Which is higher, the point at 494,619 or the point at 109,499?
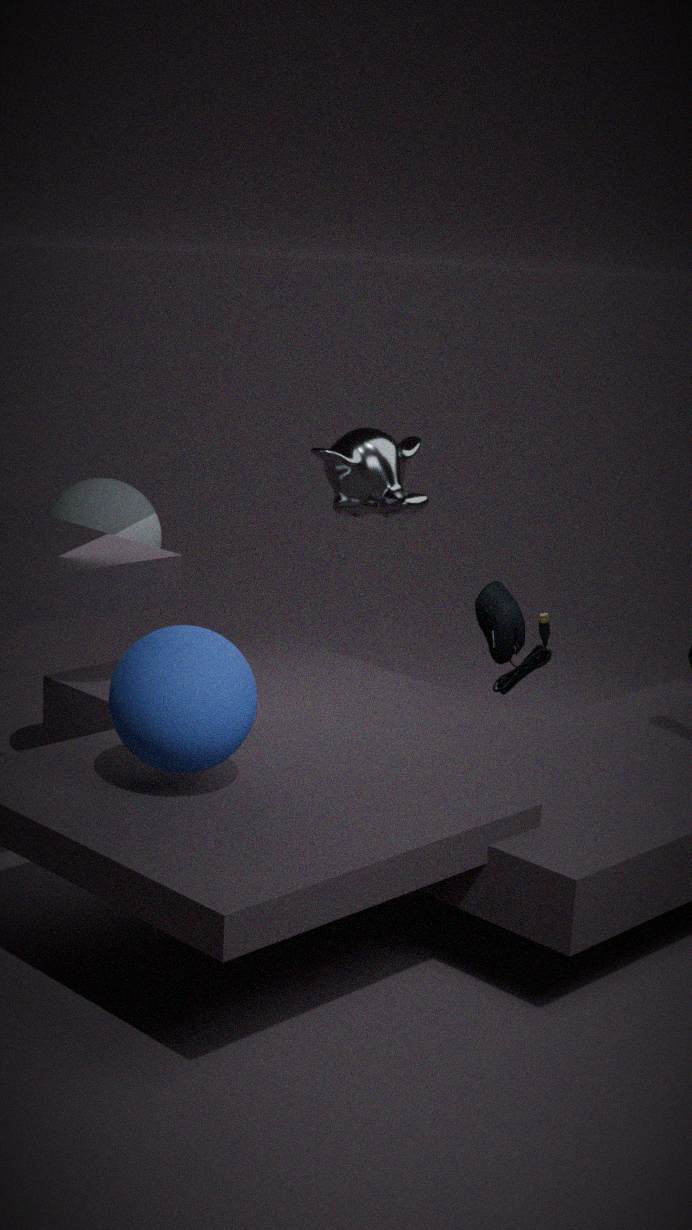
the point at 109,499
